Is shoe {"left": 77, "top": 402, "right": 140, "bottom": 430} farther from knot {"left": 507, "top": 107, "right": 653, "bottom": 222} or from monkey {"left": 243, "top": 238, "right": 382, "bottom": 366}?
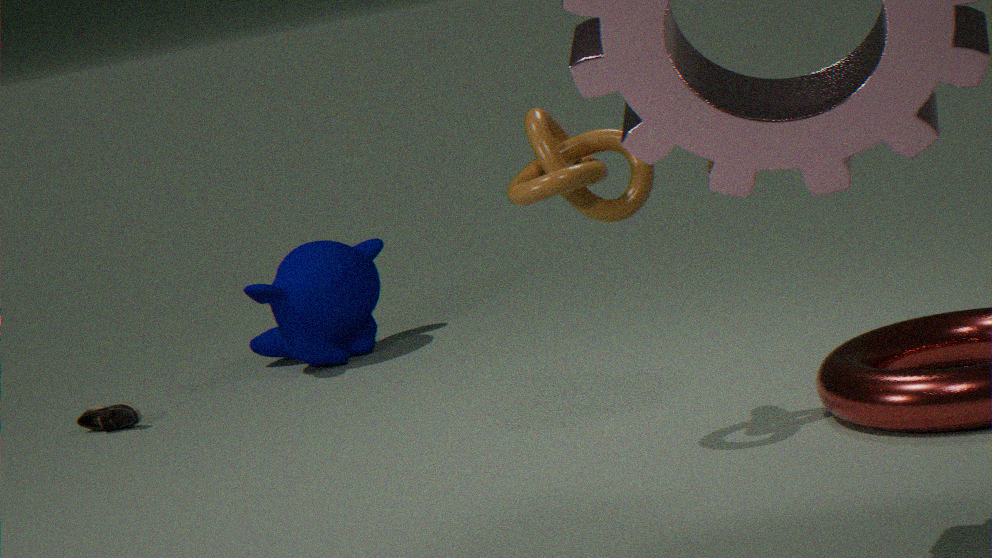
knot {"left": 507, "top": 107, "right": 653, "bottom": 222}
